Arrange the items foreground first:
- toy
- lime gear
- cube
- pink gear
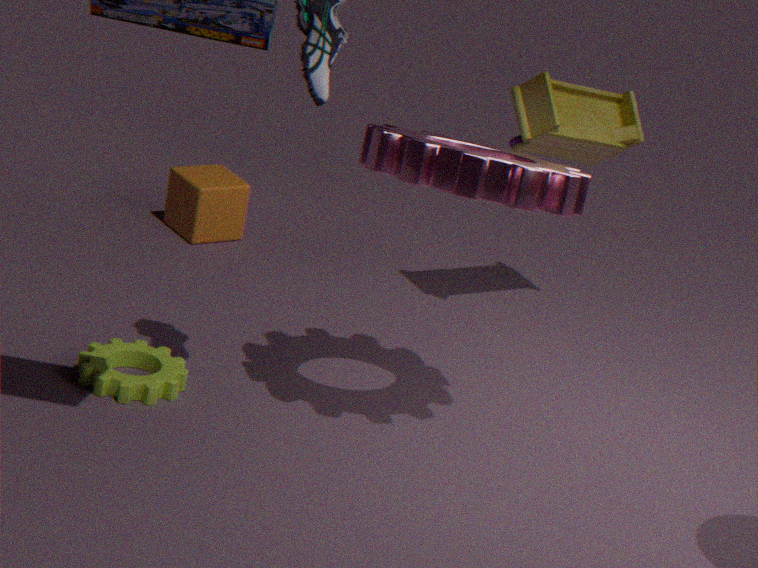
pink gear → lime gear → toy → cube
